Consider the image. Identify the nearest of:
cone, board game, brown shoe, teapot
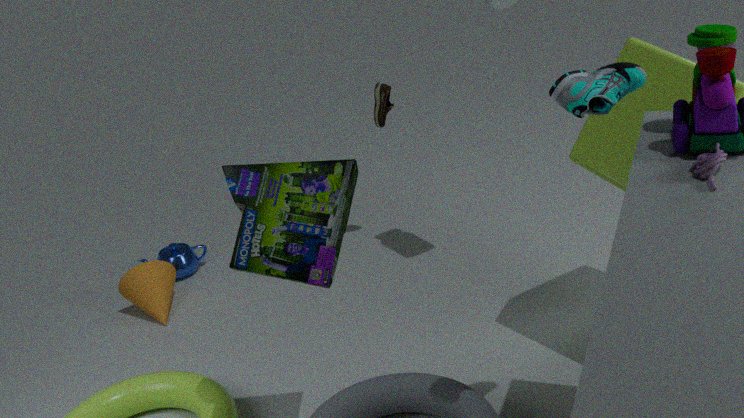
board game
